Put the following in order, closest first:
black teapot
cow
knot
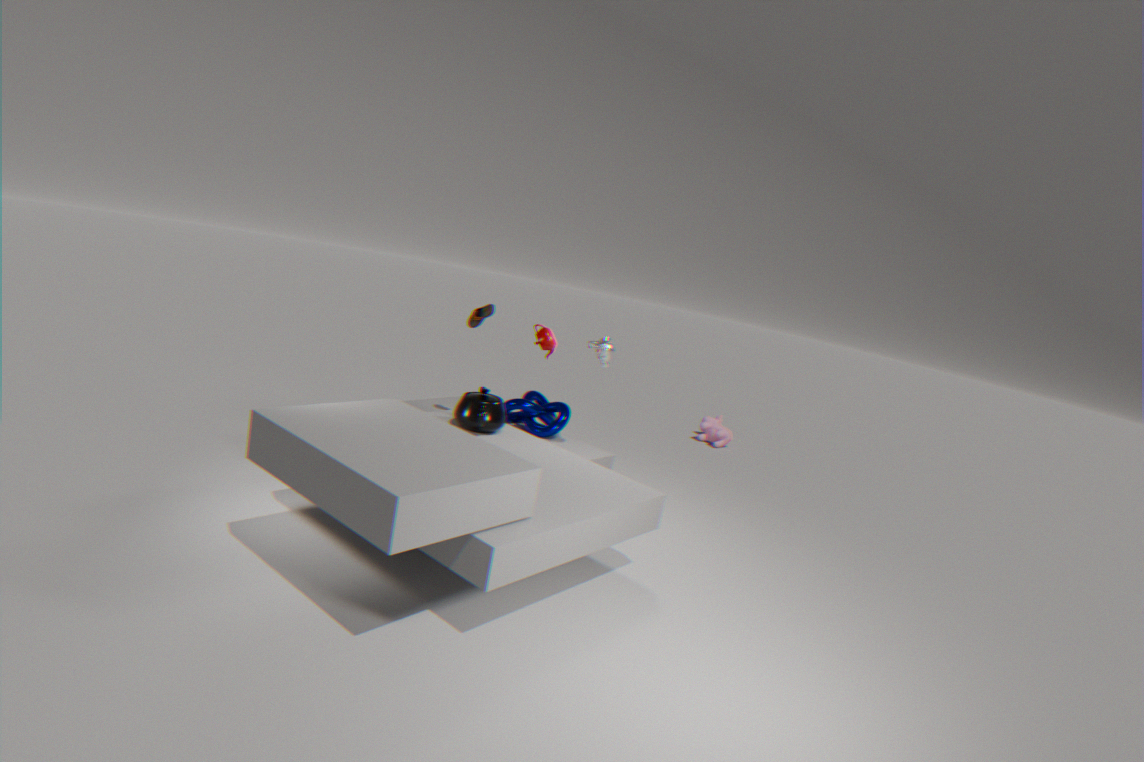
black teapot < knot < cow
